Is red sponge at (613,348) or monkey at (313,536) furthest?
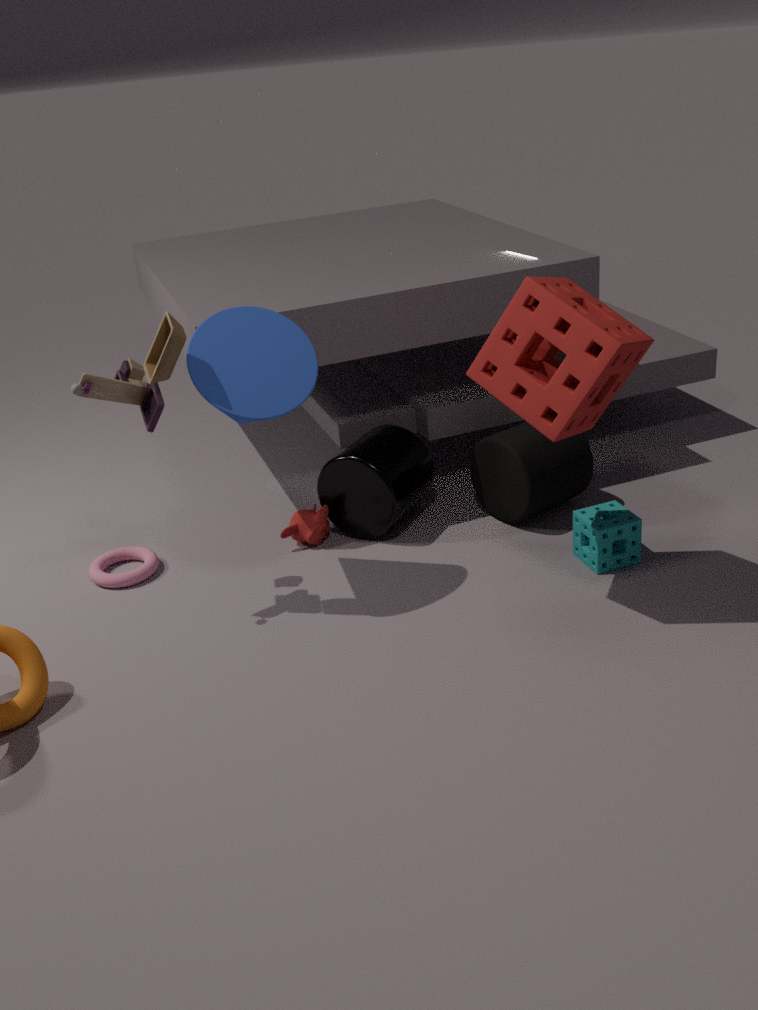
monkey at (313,536)
